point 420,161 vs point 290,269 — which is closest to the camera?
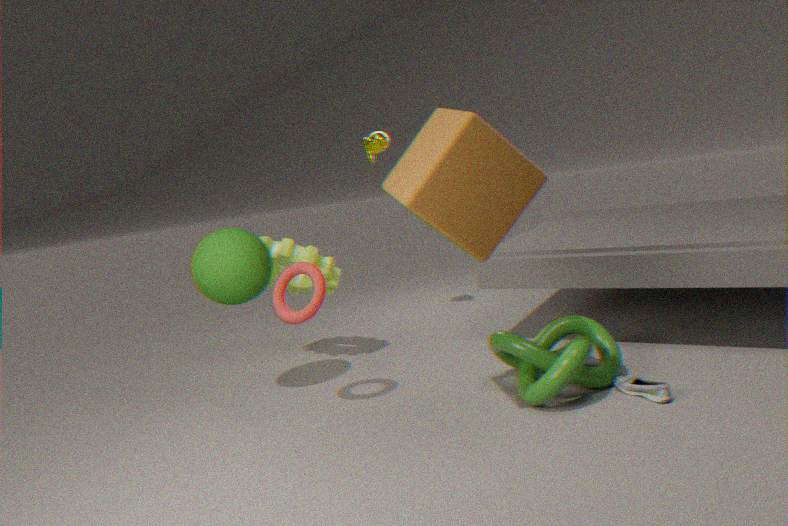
point 420,161
